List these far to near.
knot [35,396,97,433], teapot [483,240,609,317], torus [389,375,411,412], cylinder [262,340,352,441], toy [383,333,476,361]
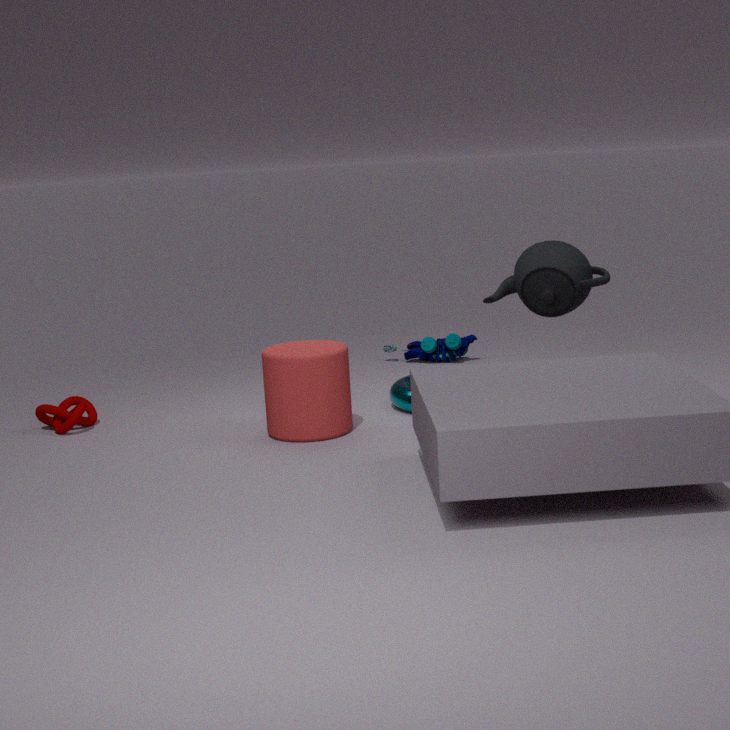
toy [383,333,476,361] < knot [35,396,97,433] < torus [389,375,411,412] < teapot [483,240,609,317] < cylinder [262,340,352,441]
